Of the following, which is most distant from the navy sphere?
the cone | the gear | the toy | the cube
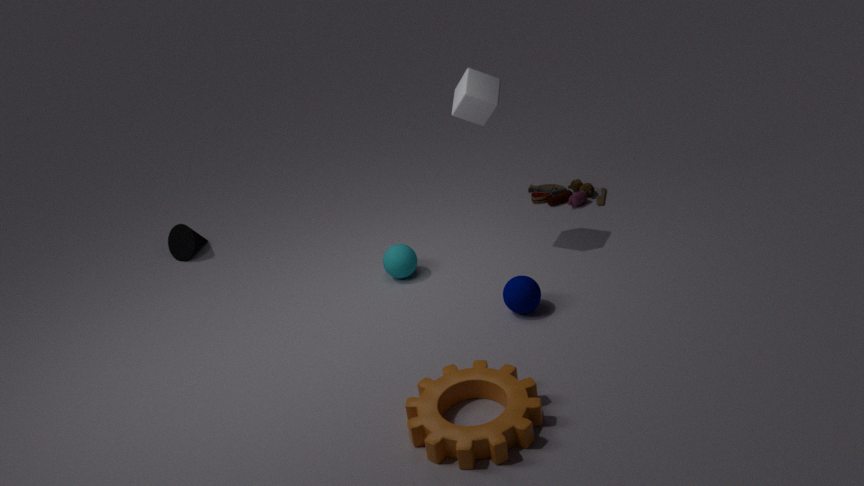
the cone
